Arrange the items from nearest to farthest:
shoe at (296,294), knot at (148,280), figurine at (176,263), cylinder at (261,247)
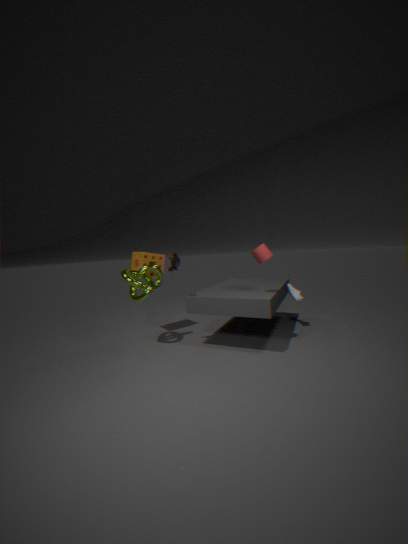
cylinder at (261,247) → figurine at (176,263) → knot at (148,280) → shoe at (296,294)
